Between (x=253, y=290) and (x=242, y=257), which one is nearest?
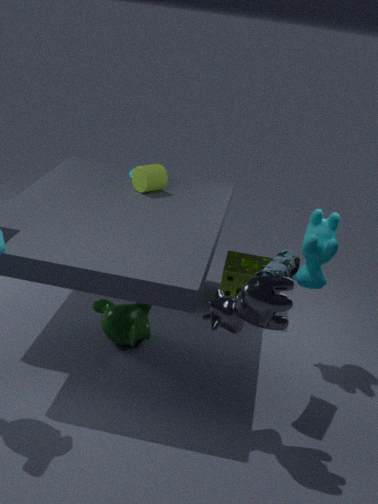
→ (x=253, y=290)
